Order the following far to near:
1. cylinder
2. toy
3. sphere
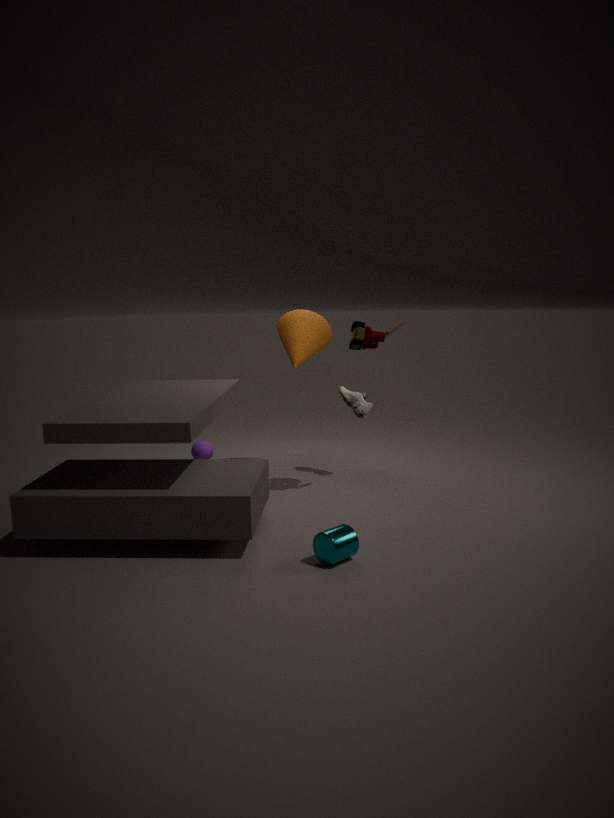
sphere
toy
cylinder
